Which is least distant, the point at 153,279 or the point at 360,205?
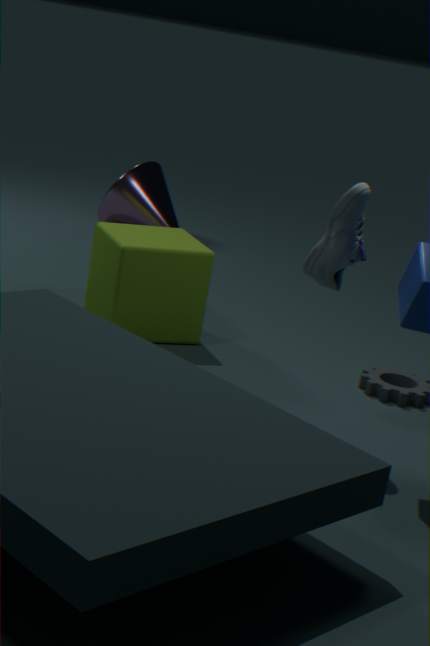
the point at 360,205
